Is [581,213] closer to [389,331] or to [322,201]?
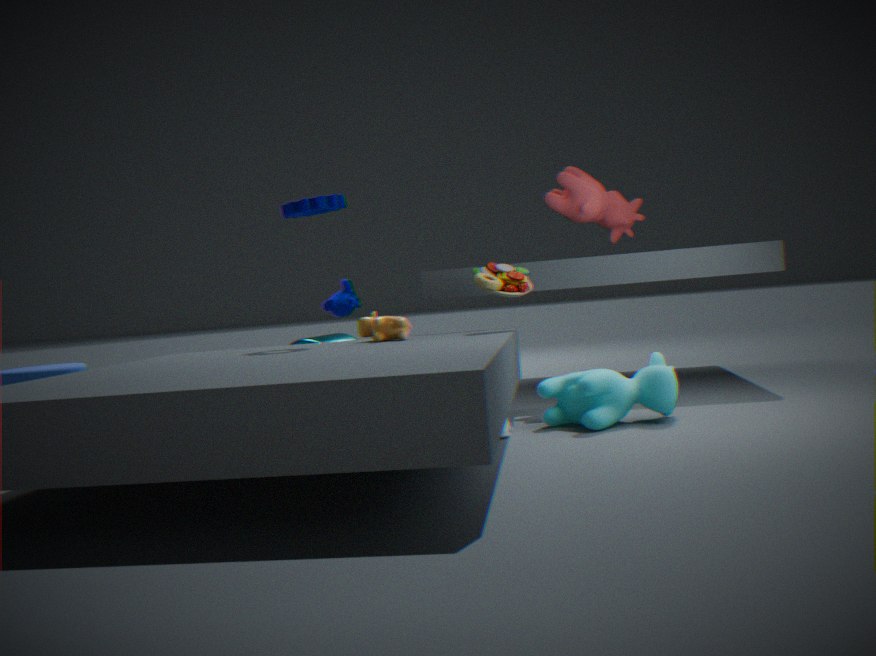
[389,331]
